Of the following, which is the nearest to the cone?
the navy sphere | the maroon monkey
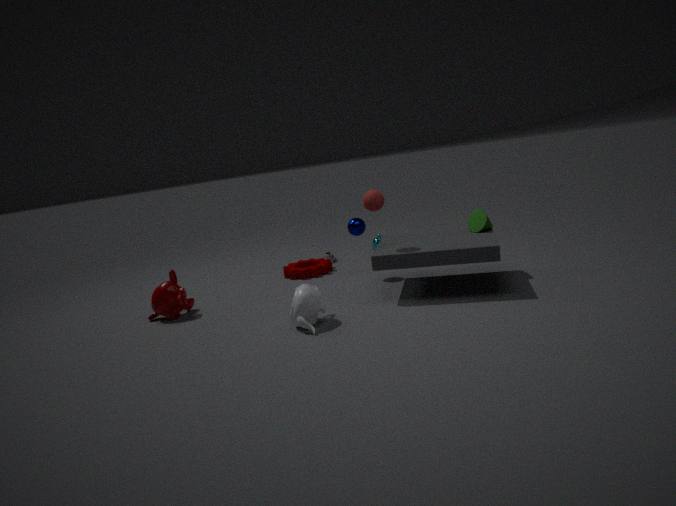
the navy sphere
